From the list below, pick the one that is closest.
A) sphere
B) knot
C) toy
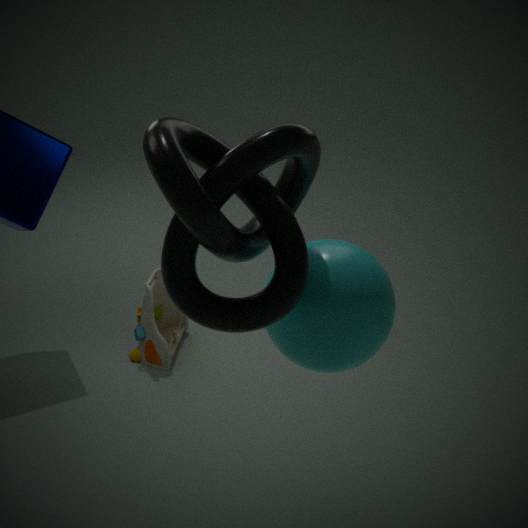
B. knot
